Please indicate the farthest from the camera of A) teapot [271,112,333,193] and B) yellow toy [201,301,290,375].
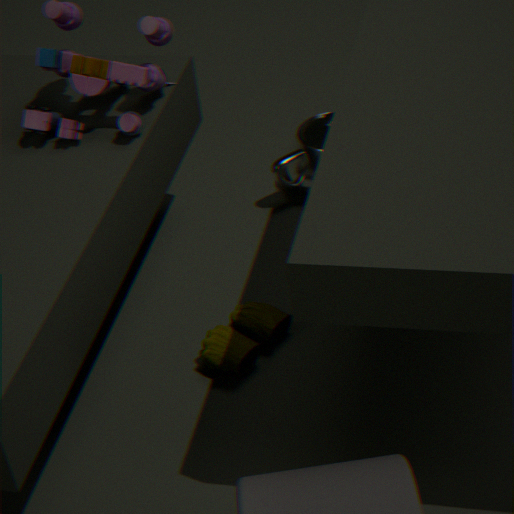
A. teapot [271,112,333,193]
